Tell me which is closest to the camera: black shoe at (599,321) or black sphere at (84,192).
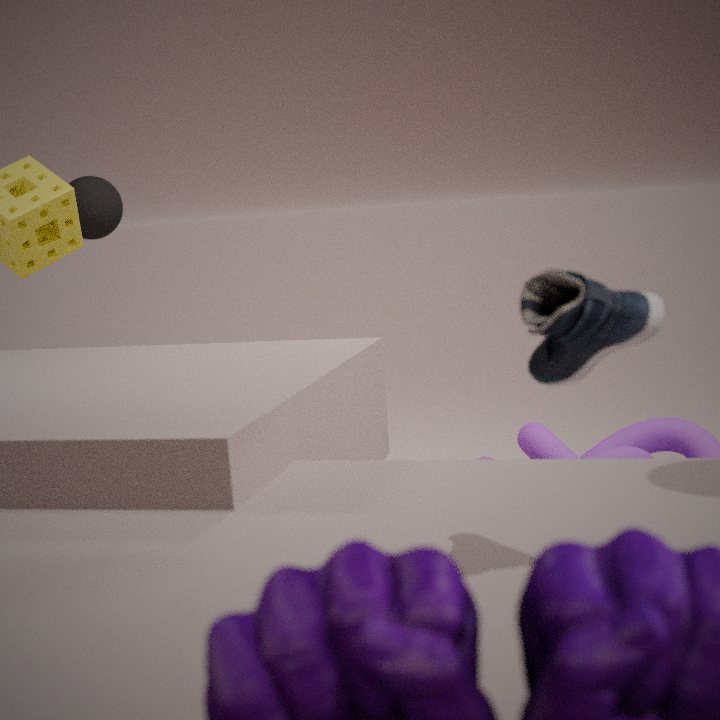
black shoe at (599,321)
